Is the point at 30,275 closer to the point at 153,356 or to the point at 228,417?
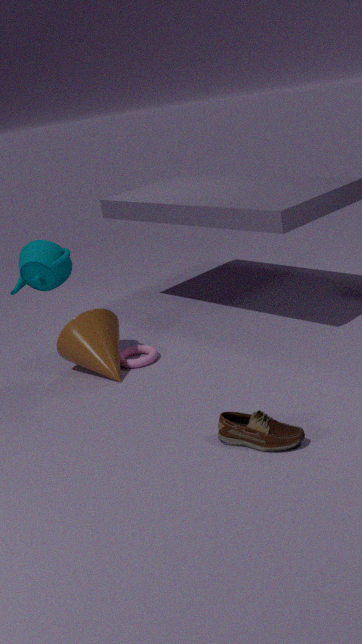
the point at 153,356
